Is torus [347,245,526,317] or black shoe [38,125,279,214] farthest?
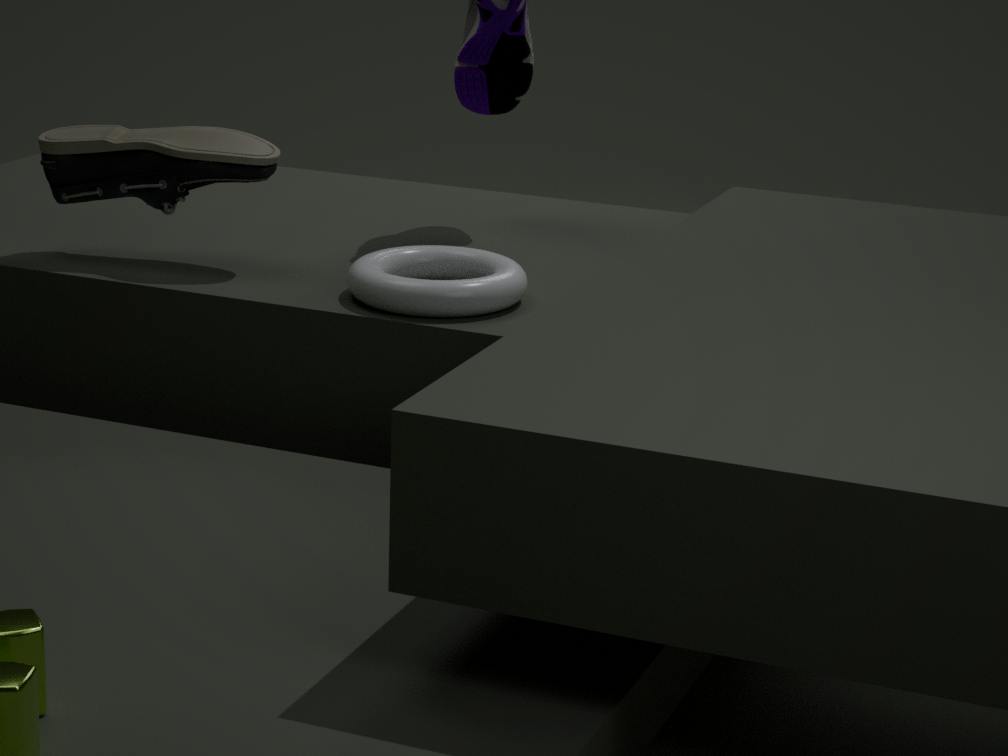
black shoe [38,125,279,214]
